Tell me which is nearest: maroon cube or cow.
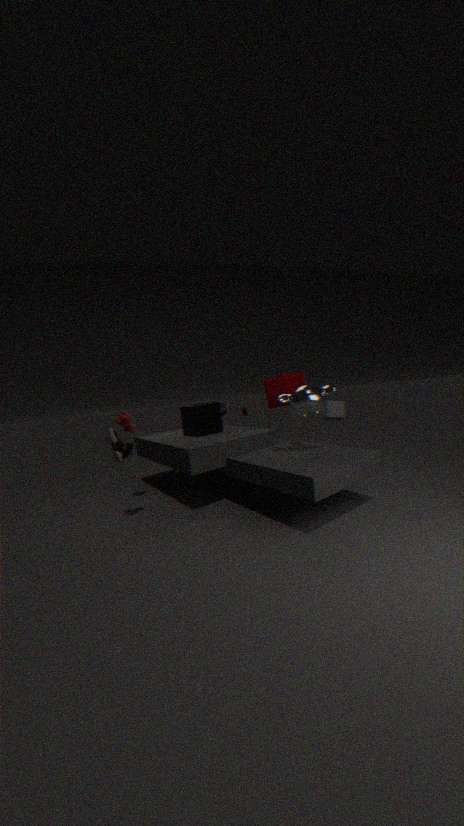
cow
